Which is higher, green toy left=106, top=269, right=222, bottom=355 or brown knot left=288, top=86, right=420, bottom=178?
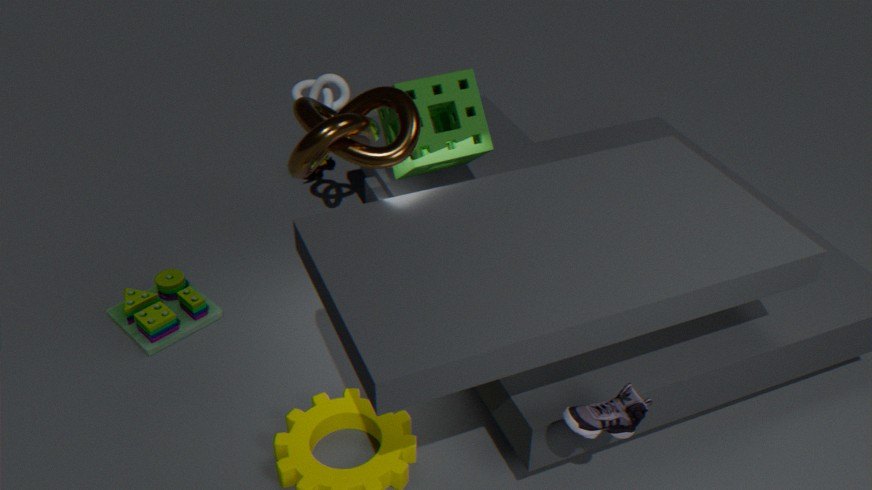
brown knot left=288, top=86, right=420, bottom=178
